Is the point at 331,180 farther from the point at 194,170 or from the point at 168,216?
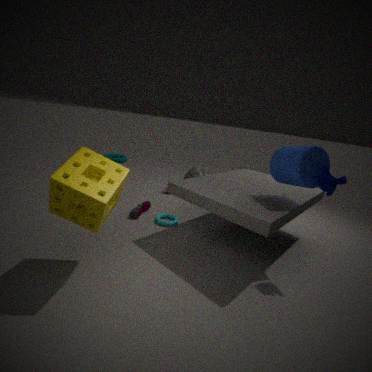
the point at 194,170
